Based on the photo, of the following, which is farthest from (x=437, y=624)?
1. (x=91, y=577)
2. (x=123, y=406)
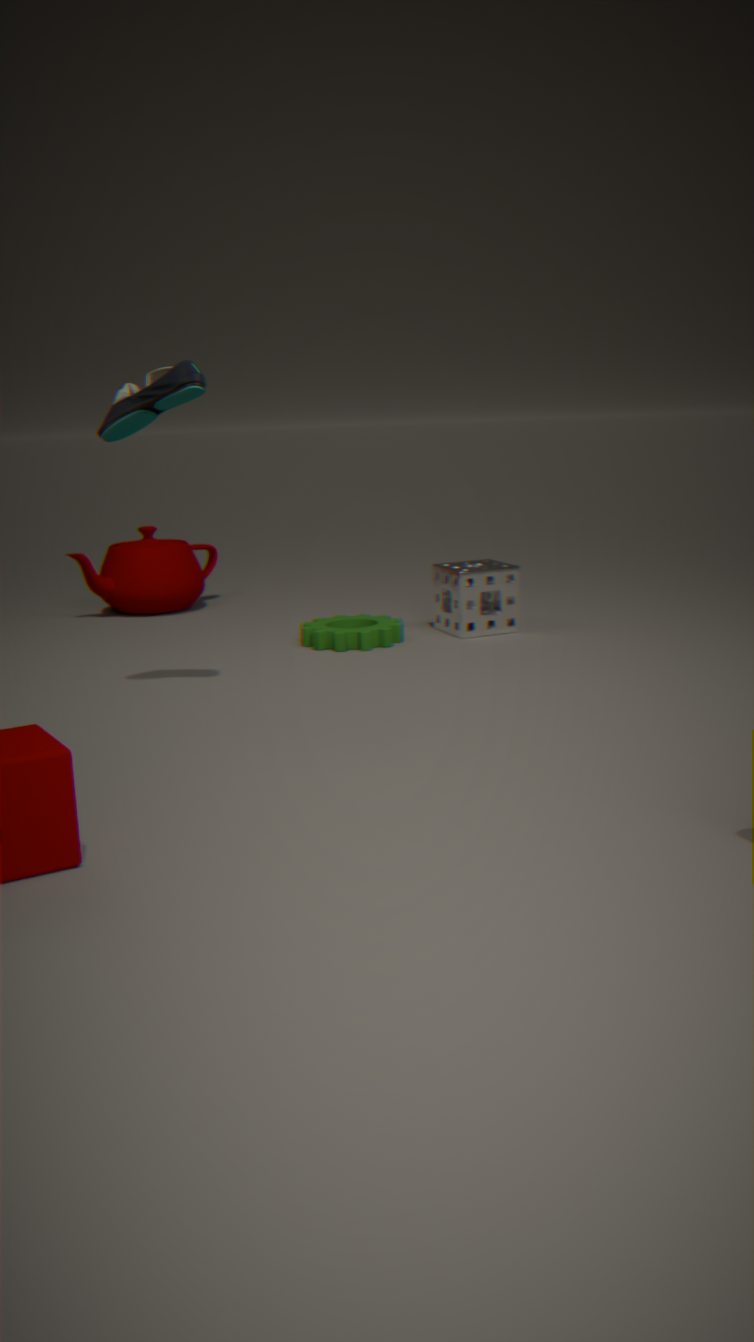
(x=123, y=406)
